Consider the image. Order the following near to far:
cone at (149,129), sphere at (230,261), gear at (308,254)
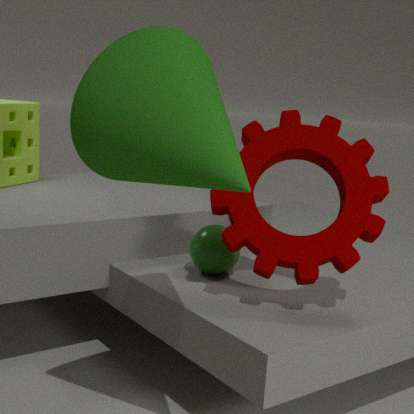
cone at (149,129) → gear at (308,254) → sphere at (230,261)
